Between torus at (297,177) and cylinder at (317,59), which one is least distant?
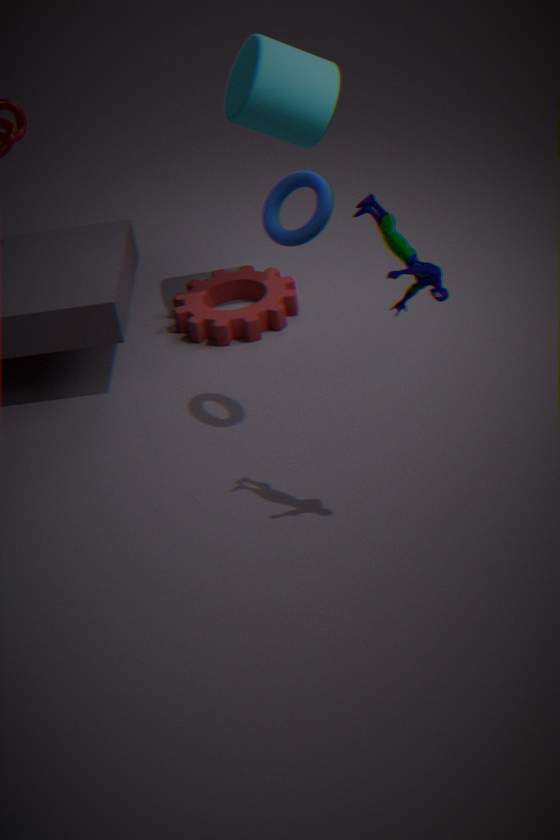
torus at (297,177)
